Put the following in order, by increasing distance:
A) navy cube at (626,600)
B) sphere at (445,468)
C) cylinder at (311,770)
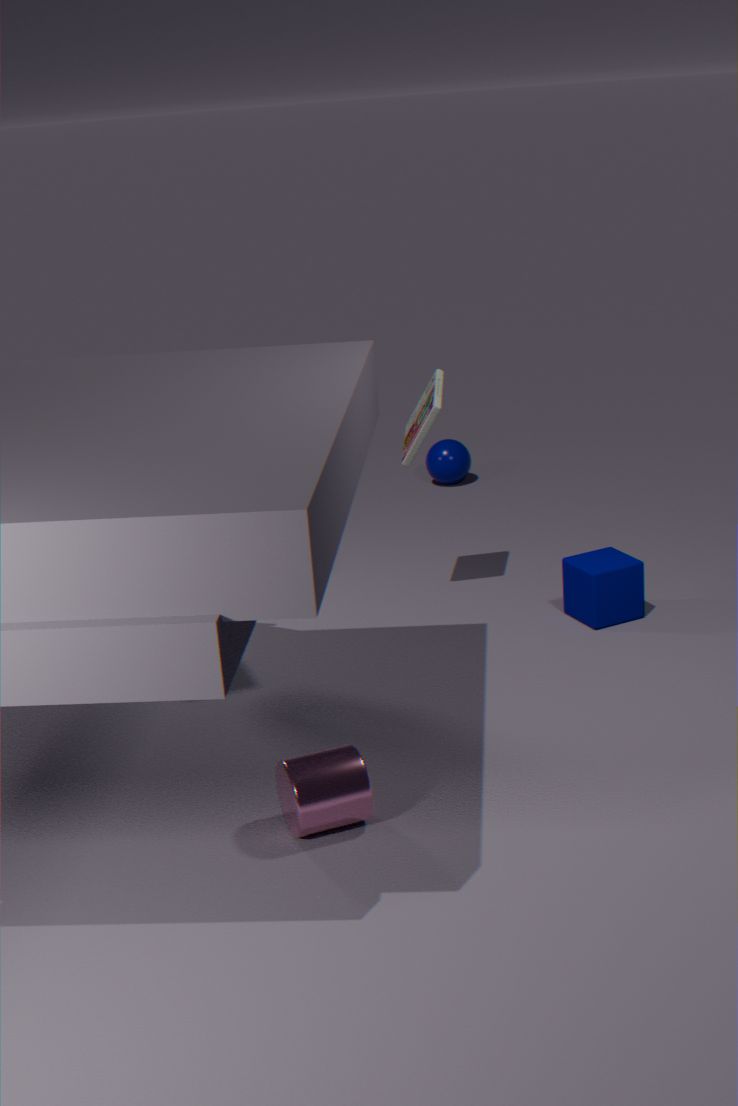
cylinder at (311,770) → navy cube at (626,600) → sphere at (445,468)
